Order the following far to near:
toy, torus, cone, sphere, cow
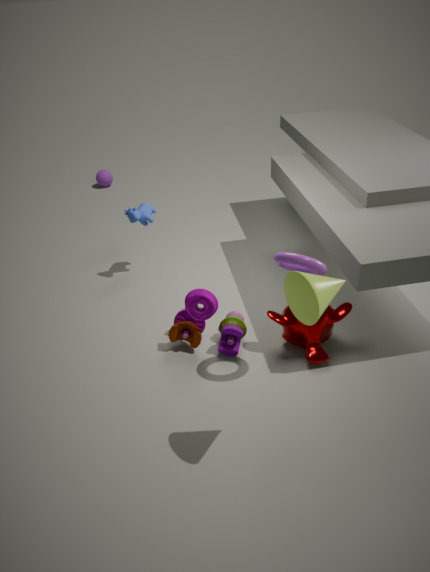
sphere → cow → toy → torus → cone
